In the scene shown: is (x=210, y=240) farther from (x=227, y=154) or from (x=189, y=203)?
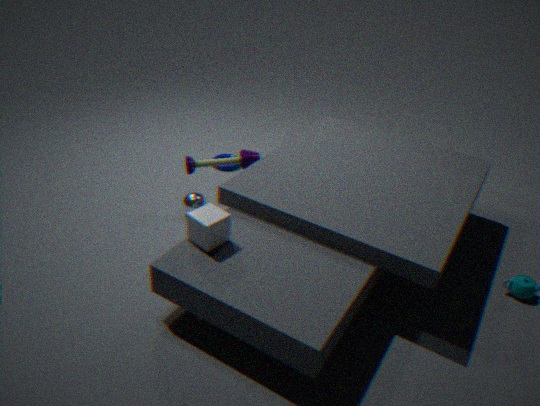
(x=227, y=154)
